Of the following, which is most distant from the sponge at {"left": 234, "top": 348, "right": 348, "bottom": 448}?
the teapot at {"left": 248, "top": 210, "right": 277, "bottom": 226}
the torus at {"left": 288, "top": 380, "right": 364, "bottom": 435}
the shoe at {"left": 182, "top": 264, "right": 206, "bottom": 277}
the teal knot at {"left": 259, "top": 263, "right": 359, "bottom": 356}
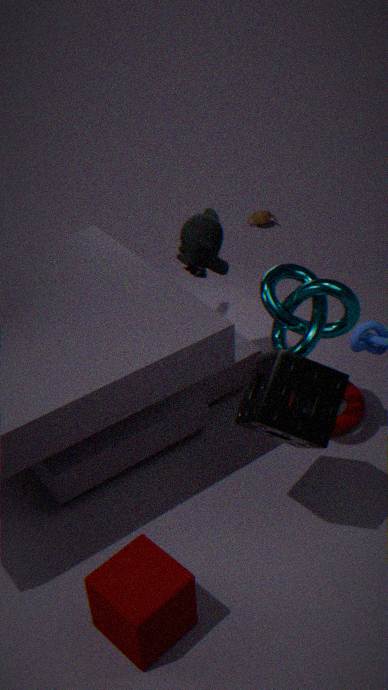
the teapot at {"left": 248, "top": 210, "right": 277, "bottom": 226}
